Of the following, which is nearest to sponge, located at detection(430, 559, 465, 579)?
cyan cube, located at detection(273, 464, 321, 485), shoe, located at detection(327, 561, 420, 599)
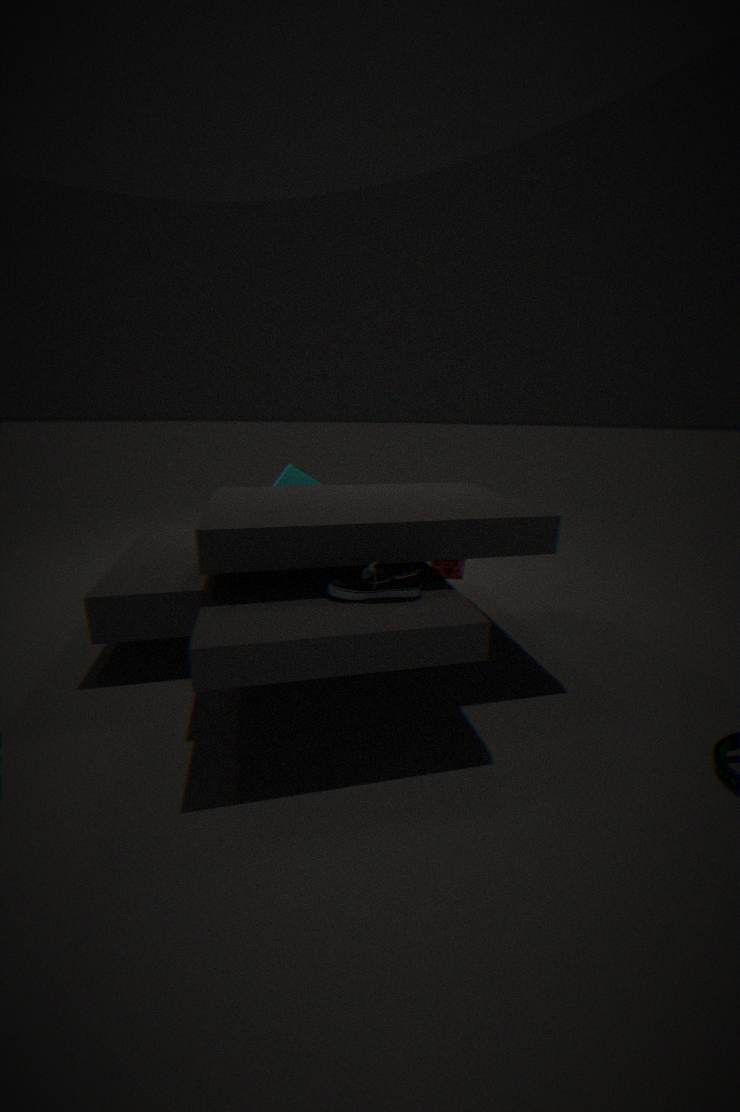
shoe, located at detection(327, 561, 420, 599)
